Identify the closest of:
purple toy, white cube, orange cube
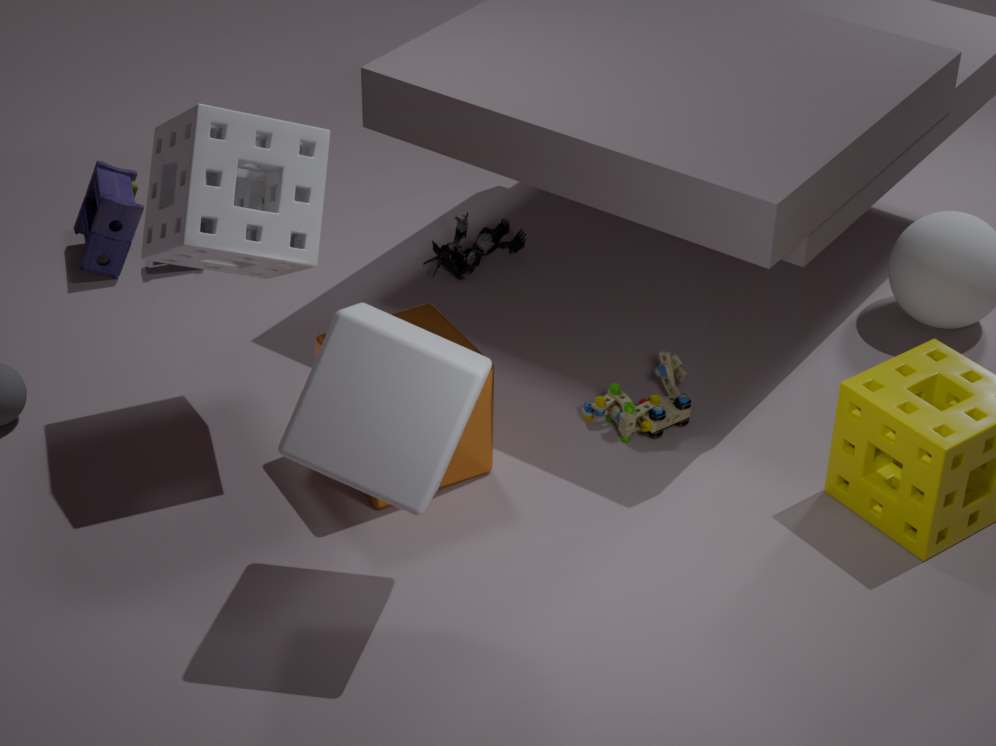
white cube
